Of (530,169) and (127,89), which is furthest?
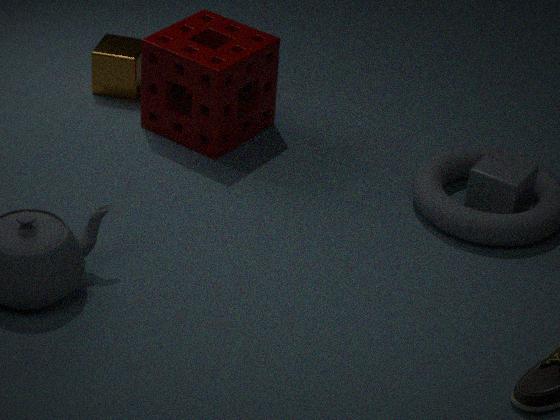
(127,89)
